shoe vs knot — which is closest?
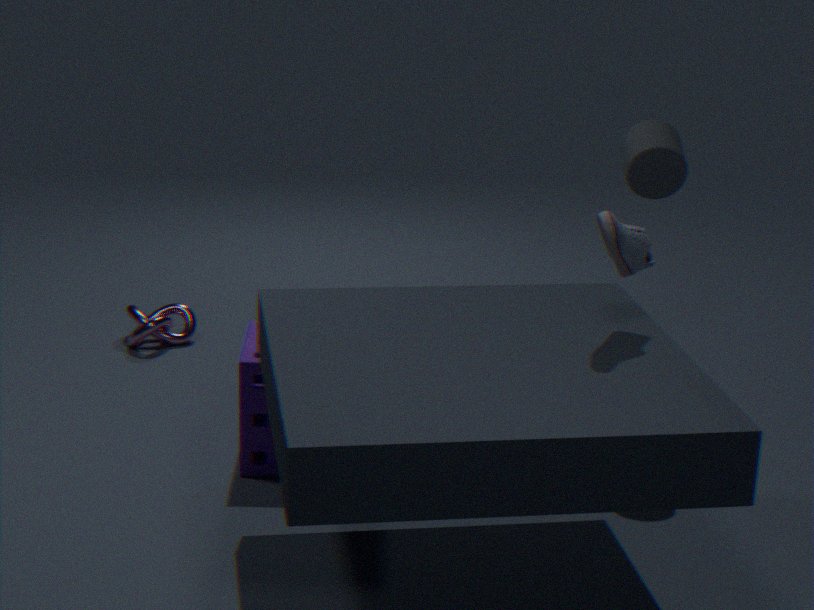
shoe
